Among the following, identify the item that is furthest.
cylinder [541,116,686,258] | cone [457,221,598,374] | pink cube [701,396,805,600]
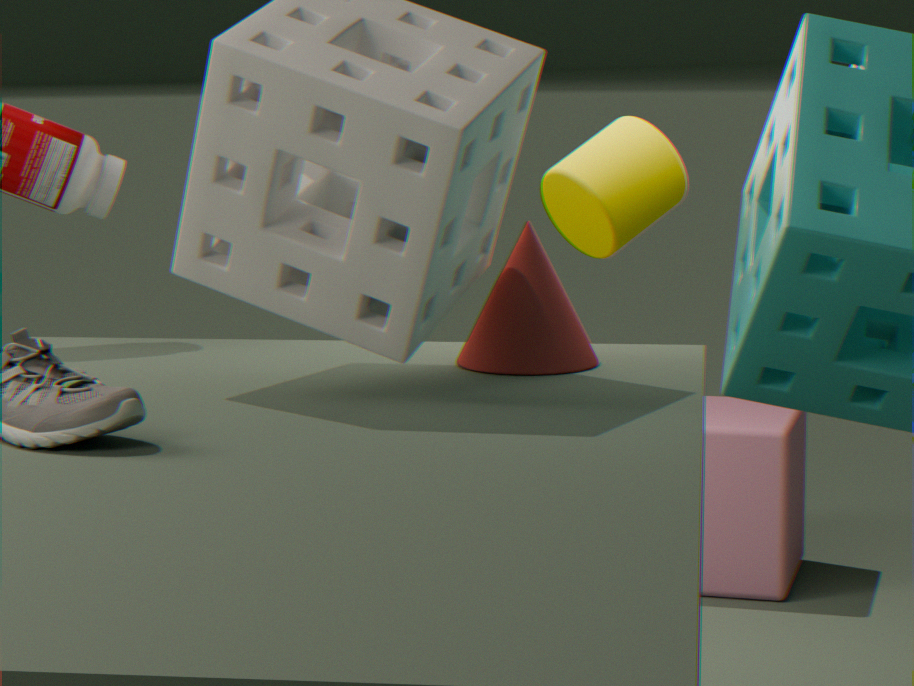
pink cube [701,396,805,600]
